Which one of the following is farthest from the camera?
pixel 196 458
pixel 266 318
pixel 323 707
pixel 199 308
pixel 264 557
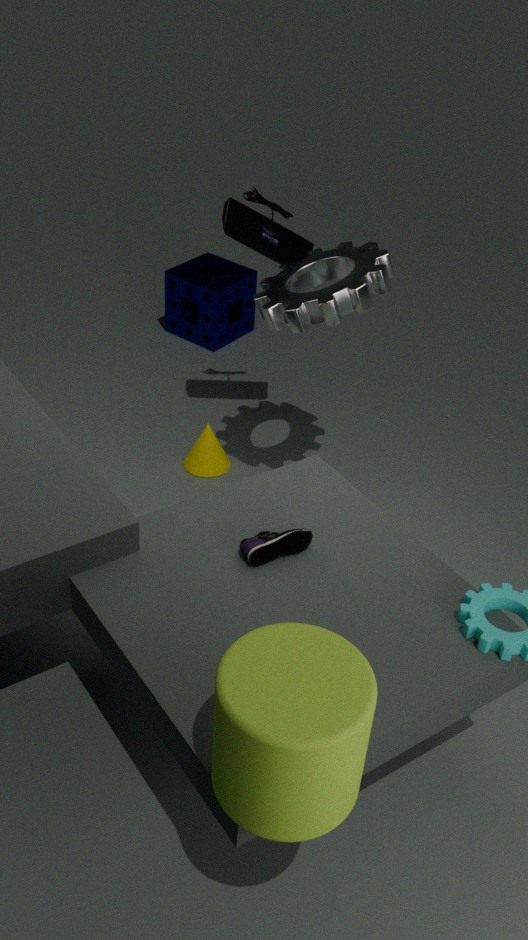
pixel 199 308
